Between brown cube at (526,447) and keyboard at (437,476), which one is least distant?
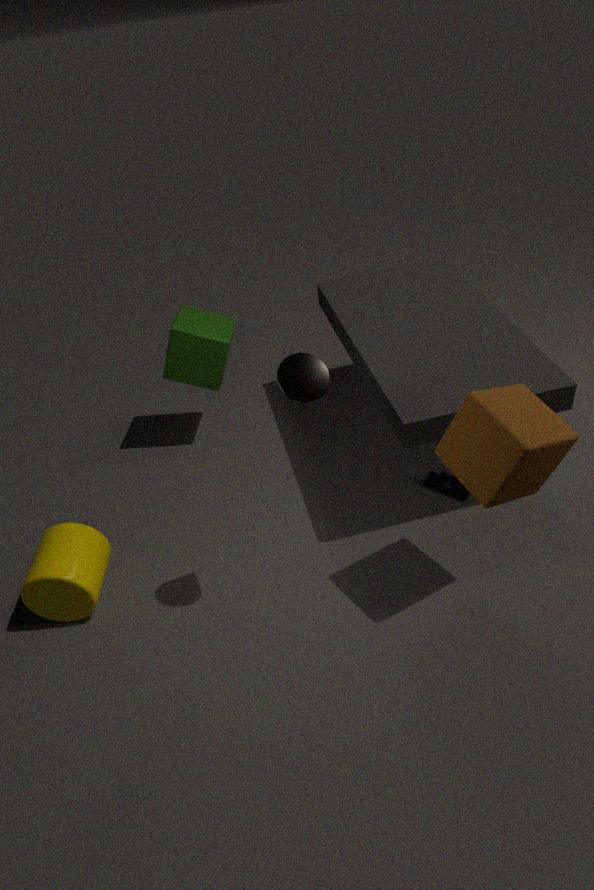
brown cube at (526,447)
